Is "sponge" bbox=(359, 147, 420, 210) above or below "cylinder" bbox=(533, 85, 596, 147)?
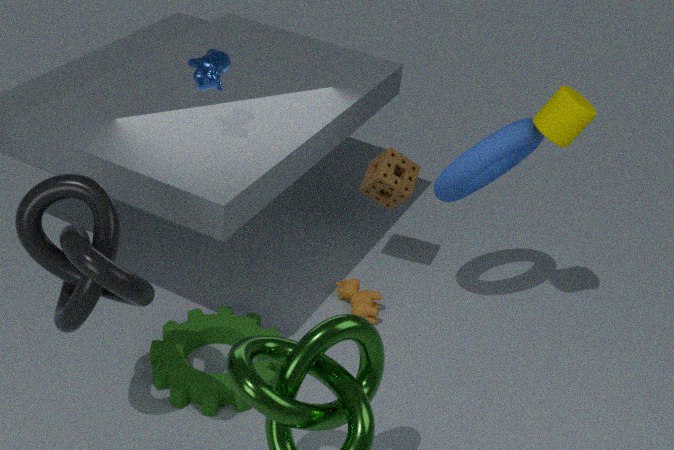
below
